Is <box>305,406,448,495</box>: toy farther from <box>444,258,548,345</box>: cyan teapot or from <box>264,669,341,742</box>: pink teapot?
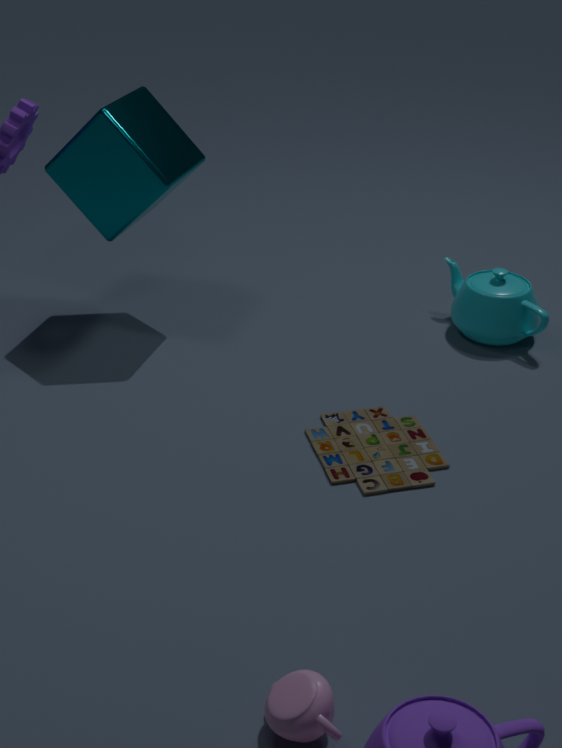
<box>264,669,341,742</box>: pink teapot
